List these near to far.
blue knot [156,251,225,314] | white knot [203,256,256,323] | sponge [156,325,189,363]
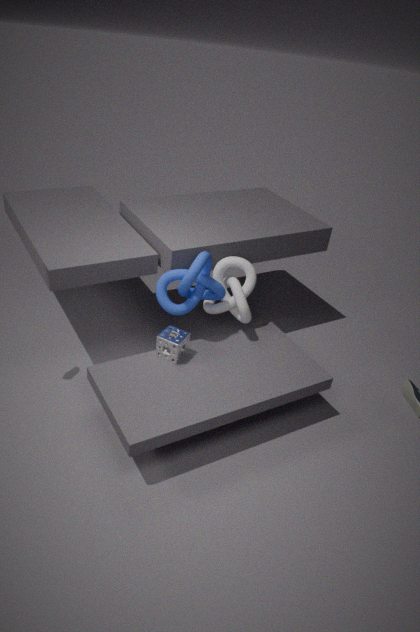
blue knot [156,251,225,314] → sponge [156,325,189,363] → white knot [203,256,256,323]
